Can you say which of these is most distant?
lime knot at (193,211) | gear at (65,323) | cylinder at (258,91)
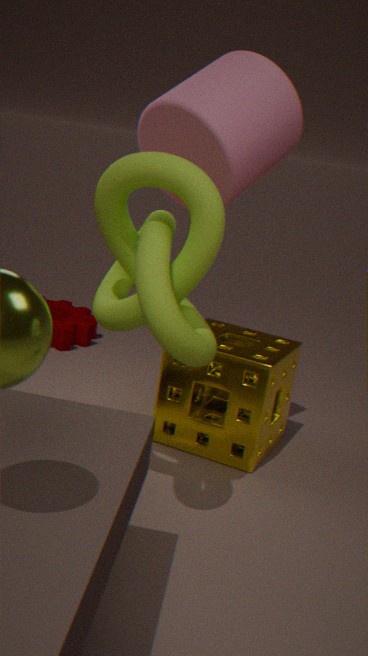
gear at (65,323)
